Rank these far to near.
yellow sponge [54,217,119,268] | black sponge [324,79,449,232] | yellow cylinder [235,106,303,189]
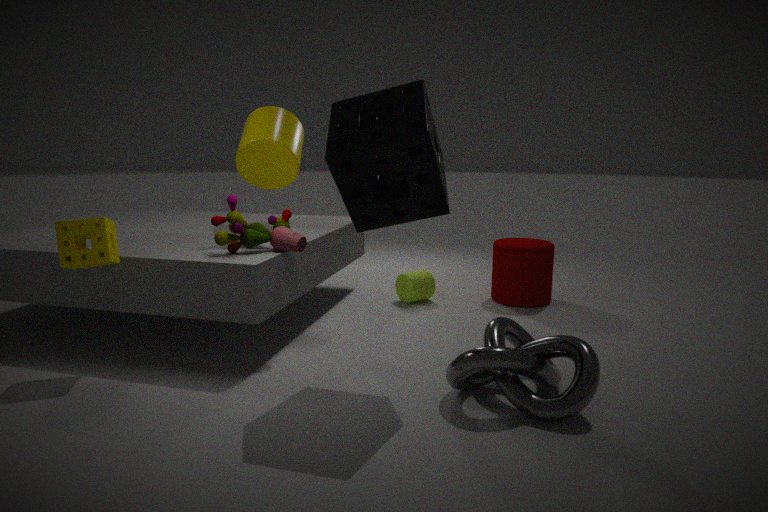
yellow cylinder [235,106,303,189] → yellow sponge [54,217,119,268] → black sponge [324,79,449,232]
